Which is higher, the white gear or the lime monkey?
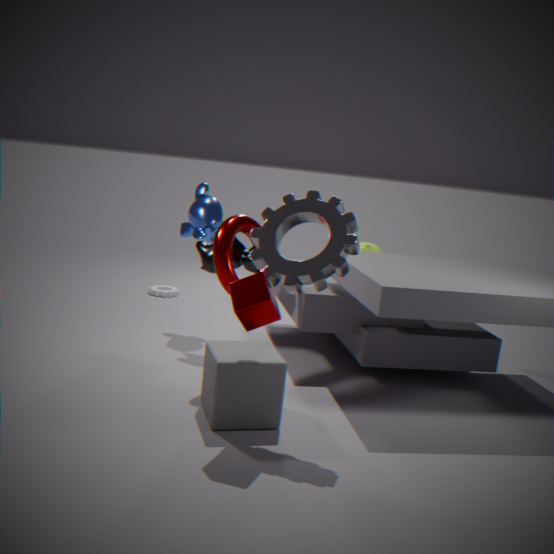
the lime monkey
